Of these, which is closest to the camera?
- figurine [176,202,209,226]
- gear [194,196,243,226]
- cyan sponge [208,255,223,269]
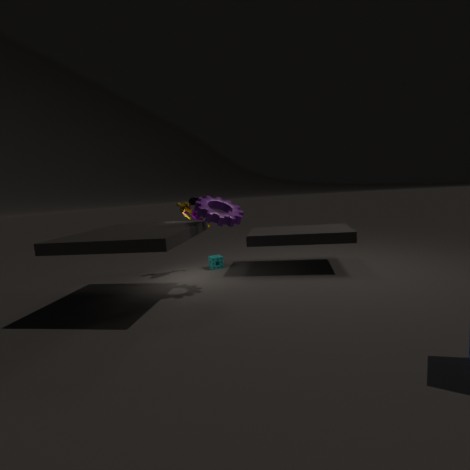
gear [194,196,243,226]
